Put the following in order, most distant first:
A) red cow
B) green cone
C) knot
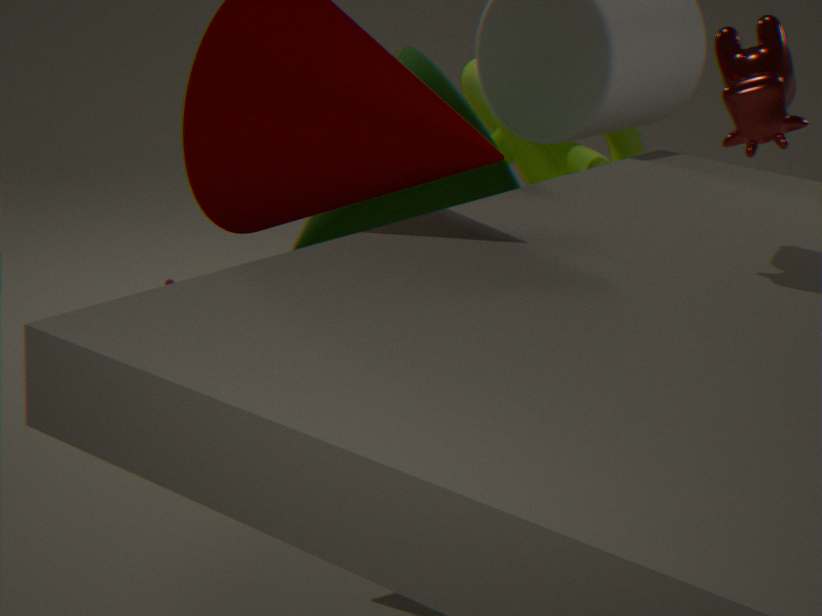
knot
green cone
red cow
